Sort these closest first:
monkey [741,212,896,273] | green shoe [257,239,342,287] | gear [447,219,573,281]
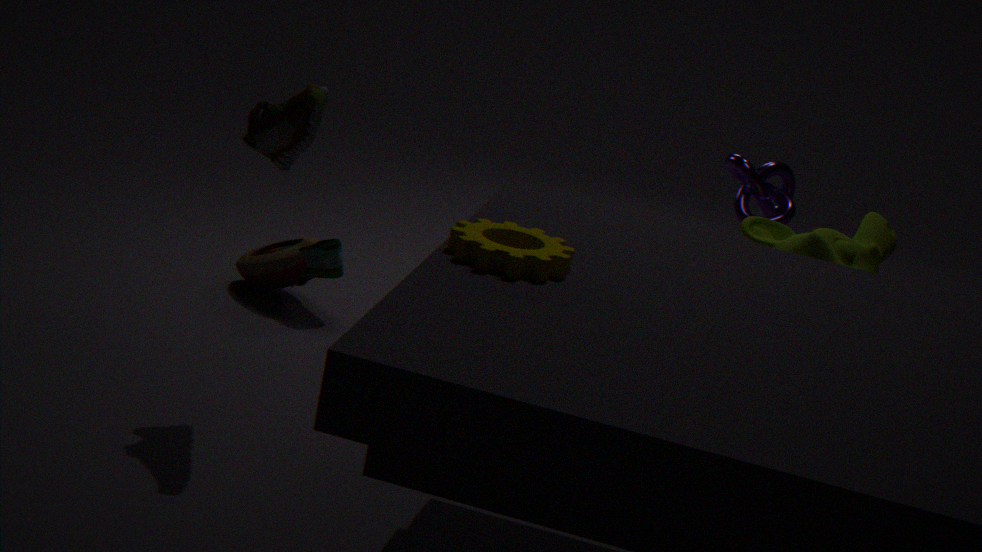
gear [447,219,573,281] → monkey [741,212,896,273] → green shoe [257,239,342,287]
